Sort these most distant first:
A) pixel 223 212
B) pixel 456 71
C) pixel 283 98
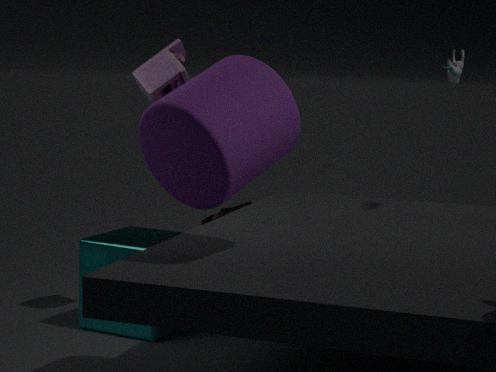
1. pixel 223 212
2. pixel 456 71
3. pixel 283 98
